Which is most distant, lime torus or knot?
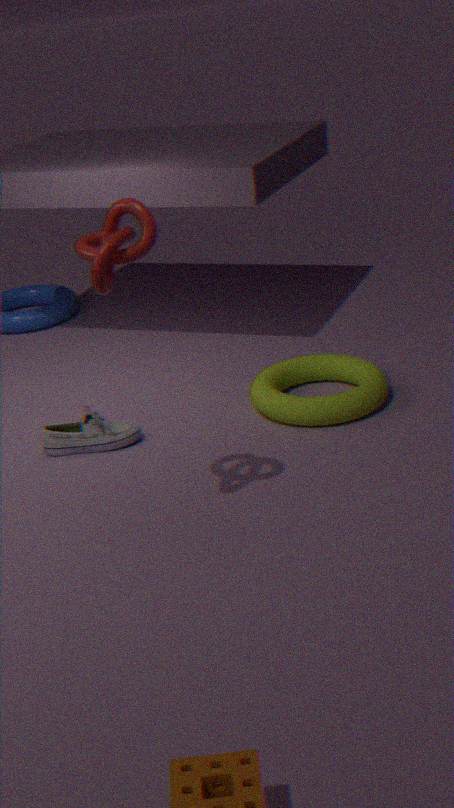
lime torus
